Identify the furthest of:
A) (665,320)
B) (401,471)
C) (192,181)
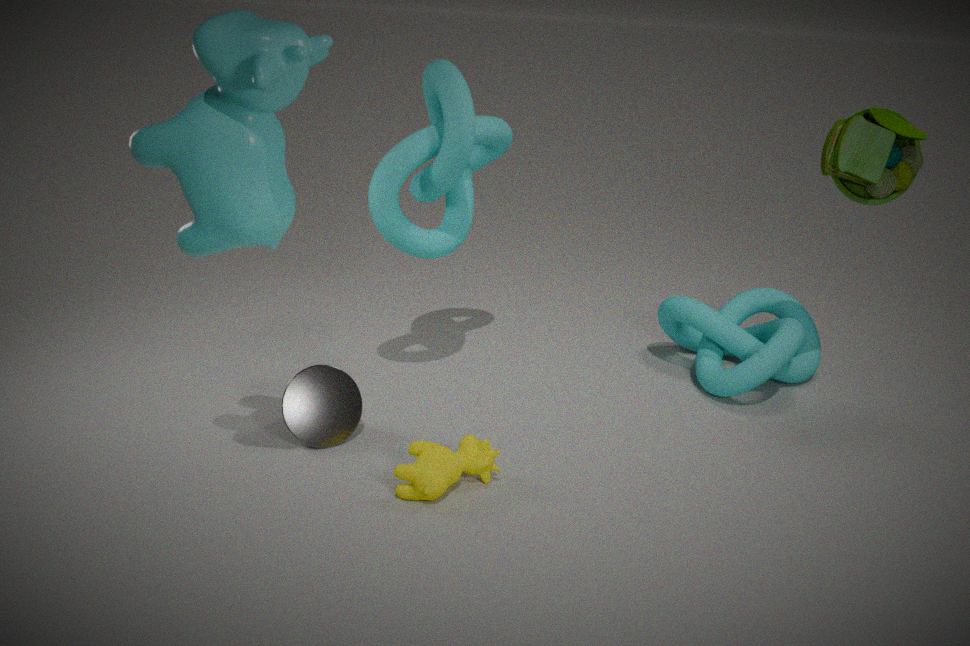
(665,320)
